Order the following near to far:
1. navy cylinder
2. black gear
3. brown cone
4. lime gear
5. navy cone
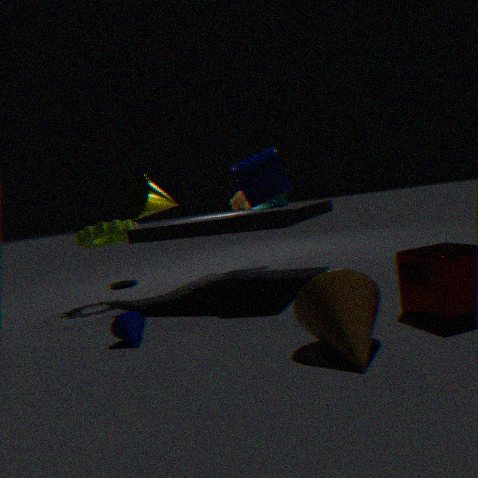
1. brown cone
2. navy cone
3. navy cylinder
4. lime gear
5. black gear
